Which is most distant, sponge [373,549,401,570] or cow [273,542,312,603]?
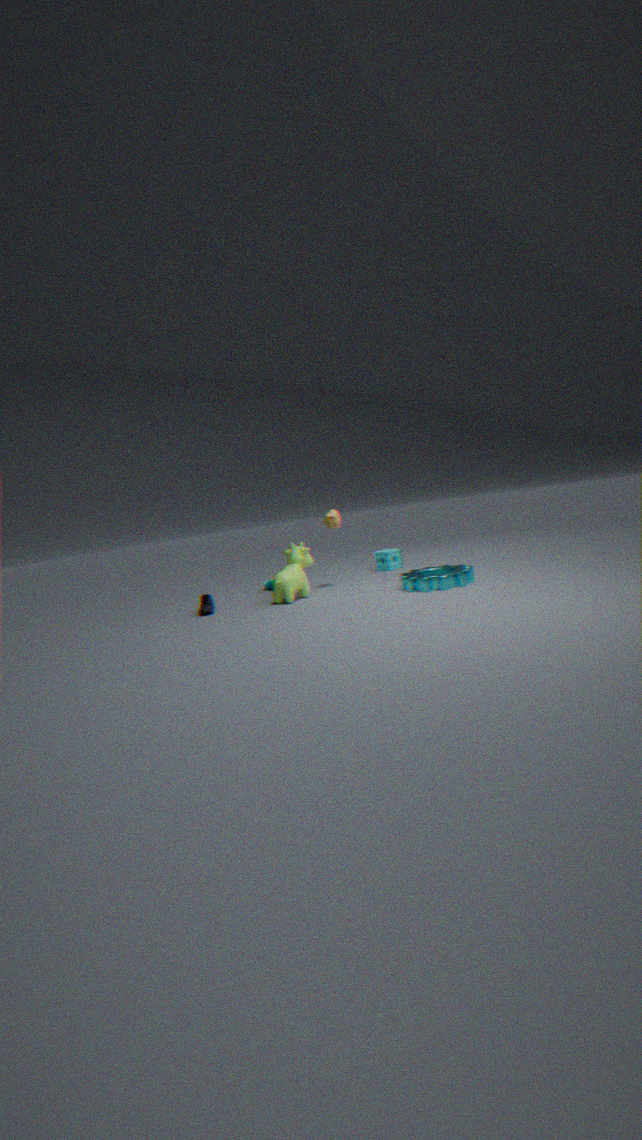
sponge [373,549,401,570]
